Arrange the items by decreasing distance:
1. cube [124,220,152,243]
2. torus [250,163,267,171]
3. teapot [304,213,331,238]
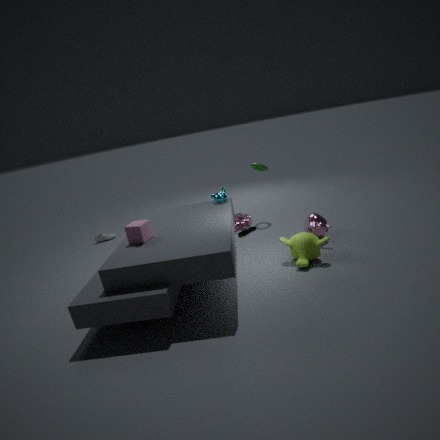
torus [250,163,267,171]
teapot [304,213,331,238]
cube [124,220,152,243]
